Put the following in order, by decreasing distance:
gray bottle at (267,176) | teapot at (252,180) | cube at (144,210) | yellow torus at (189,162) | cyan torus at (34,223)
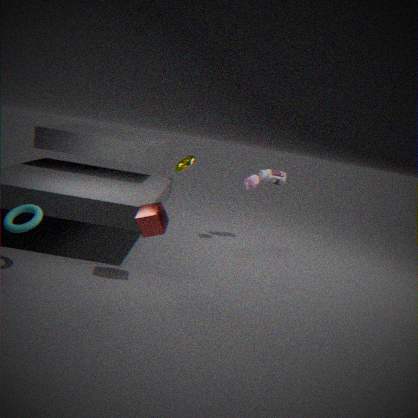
yellow torus at (189,162)
gray bottle at (267,176)
teapot at (252,180)
cube at (144,210)
cyan torus at (34,223)
